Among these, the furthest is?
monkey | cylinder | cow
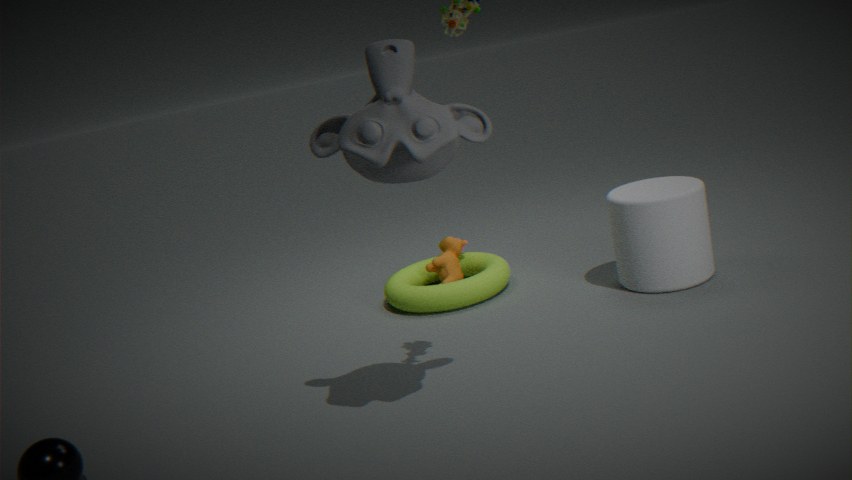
cow
